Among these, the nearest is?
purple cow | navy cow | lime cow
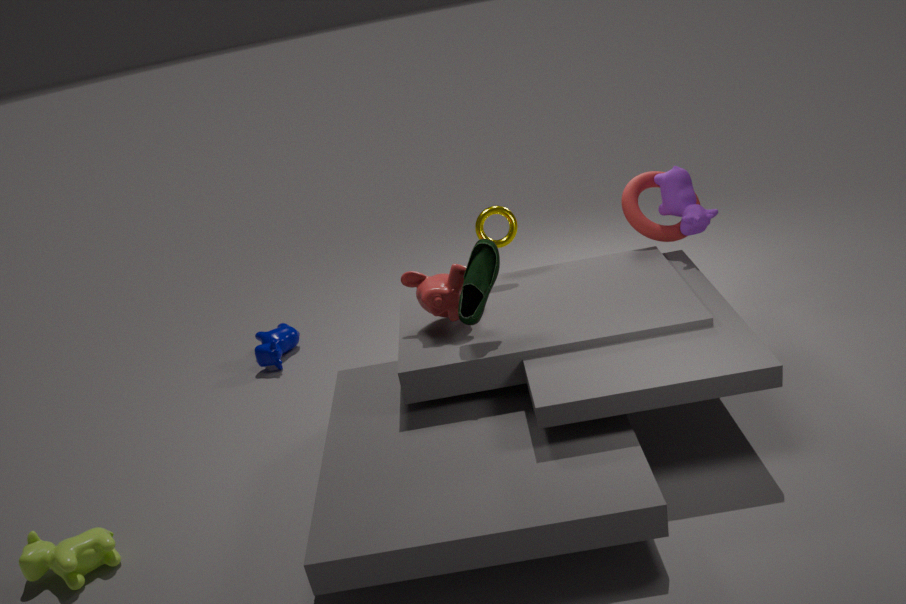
lime cow
